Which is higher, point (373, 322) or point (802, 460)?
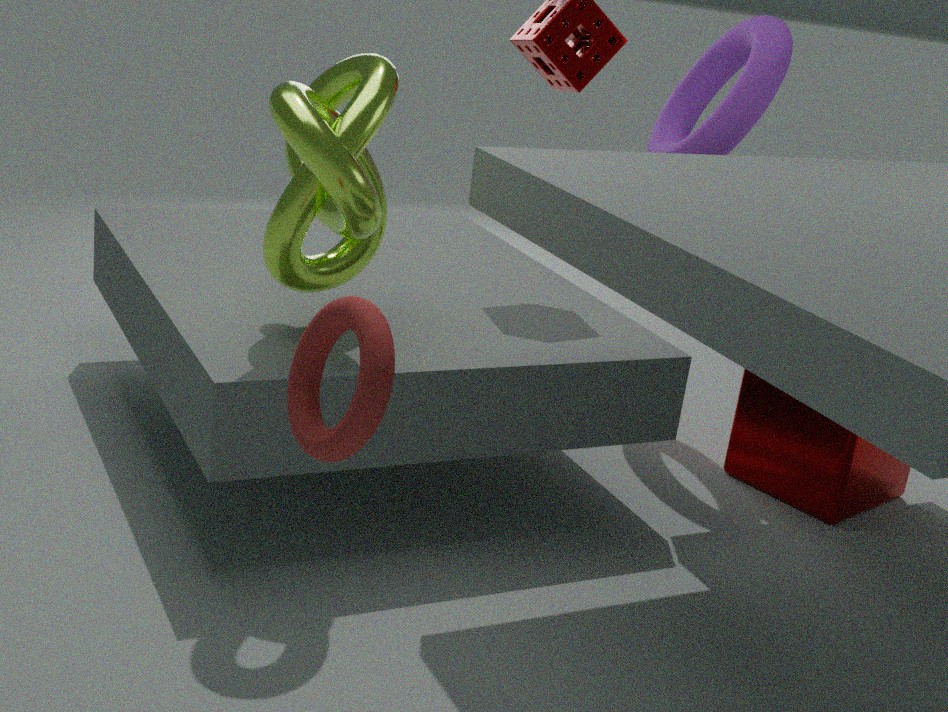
point (373, 322)
